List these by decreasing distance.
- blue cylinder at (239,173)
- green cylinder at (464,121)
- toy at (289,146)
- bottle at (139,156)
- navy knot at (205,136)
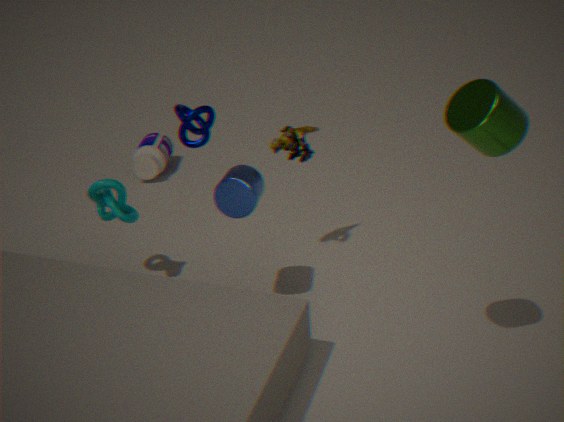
1. bottle at (139,156)
2. navy knot at (205,136)
3. toy at (289,146)
4. blue cylinder at (239,173)
5. green cylinder at (464,121)
